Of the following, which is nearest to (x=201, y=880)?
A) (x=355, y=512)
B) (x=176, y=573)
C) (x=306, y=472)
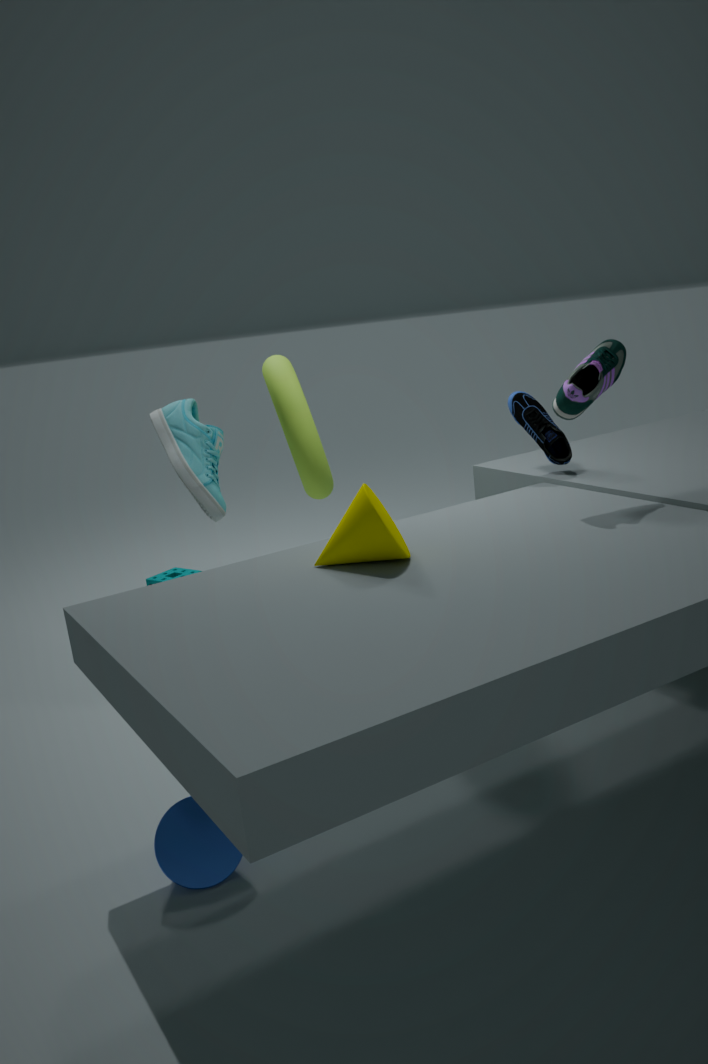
(x=355, y=512)
